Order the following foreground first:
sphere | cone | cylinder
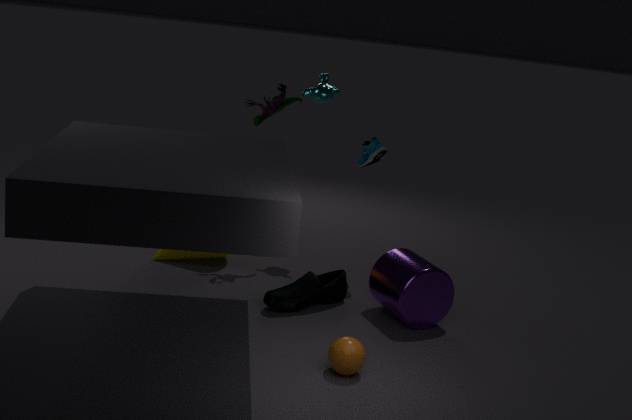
sphere < cylinder < cone
